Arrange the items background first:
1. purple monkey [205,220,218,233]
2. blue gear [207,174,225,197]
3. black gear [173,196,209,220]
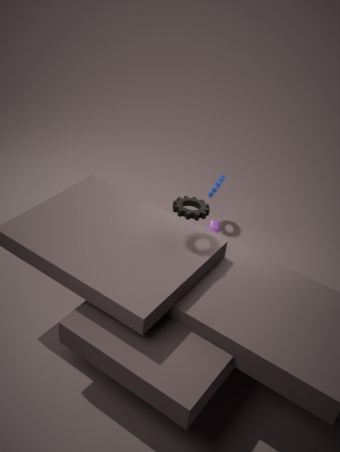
1. blue gear [207,174,225,197]
2. purple monkey [205,220,218,233]
3. black gear [173,196,209,220]
